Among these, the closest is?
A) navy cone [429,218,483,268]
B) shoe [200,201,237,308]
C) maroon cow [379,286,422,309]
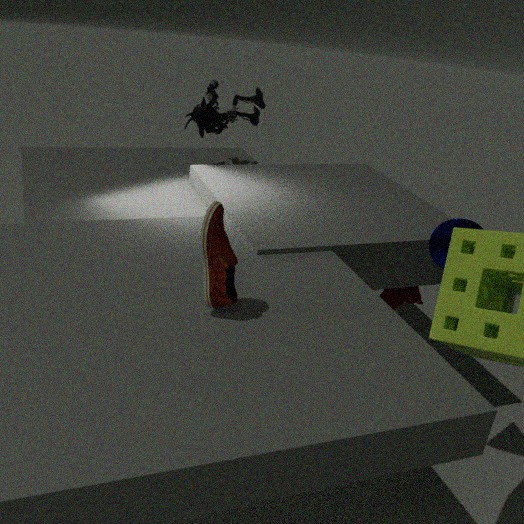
shoe [200,201,237,308]
